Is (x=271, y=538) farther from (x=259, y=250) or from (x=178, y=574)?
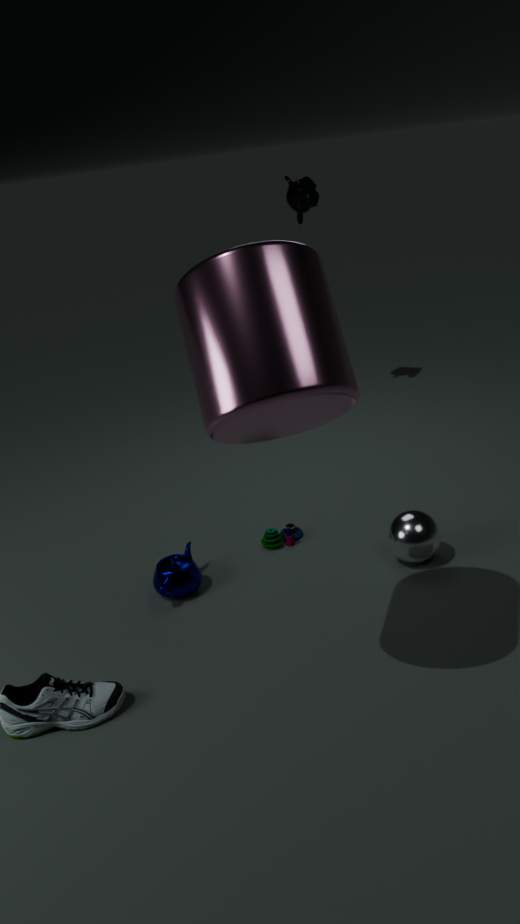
(x=259, y=250)
